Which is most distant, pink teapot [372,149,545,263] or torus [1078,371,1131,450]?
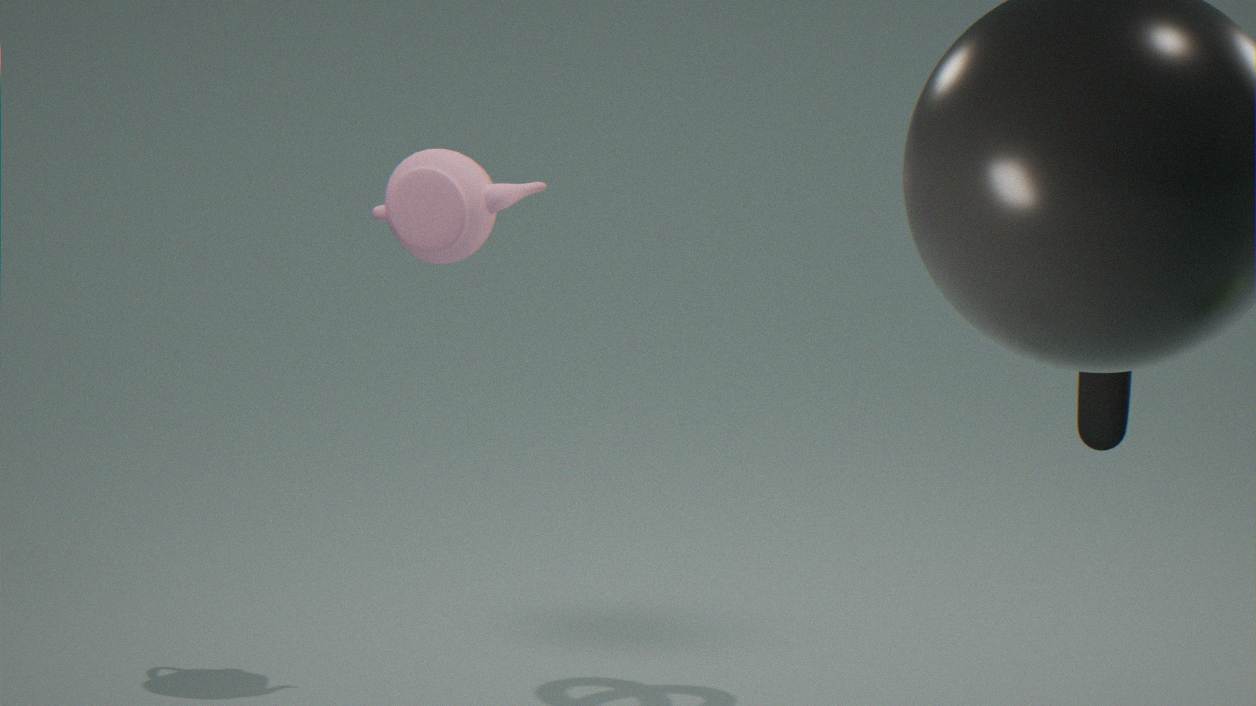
pink teapot [372,149,545,263]
